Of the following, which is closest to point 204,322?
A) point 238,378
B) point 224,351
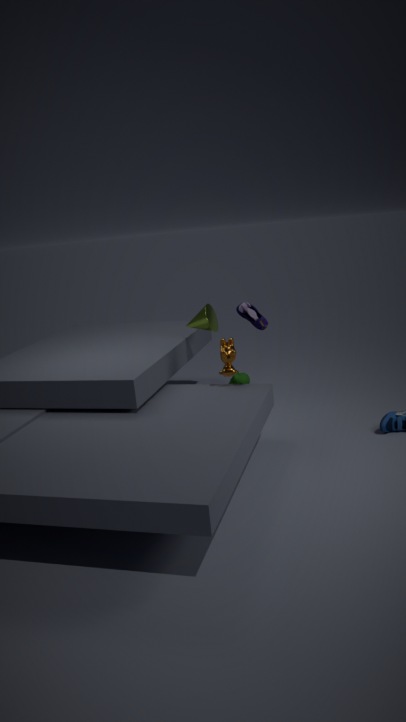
point 224,351
